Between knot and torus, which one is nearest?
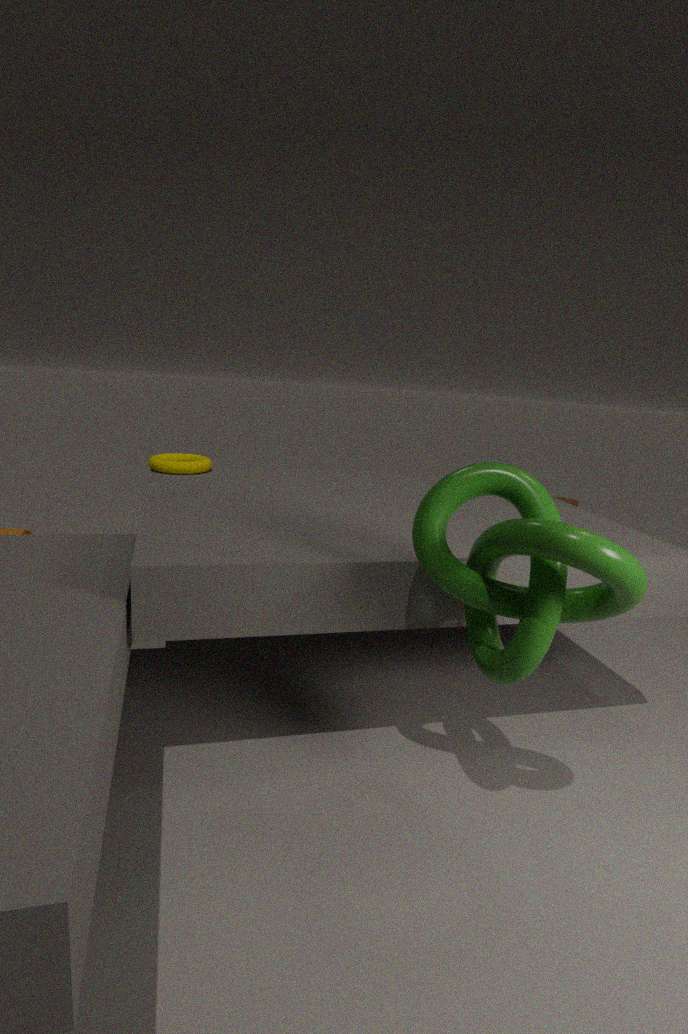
knot
